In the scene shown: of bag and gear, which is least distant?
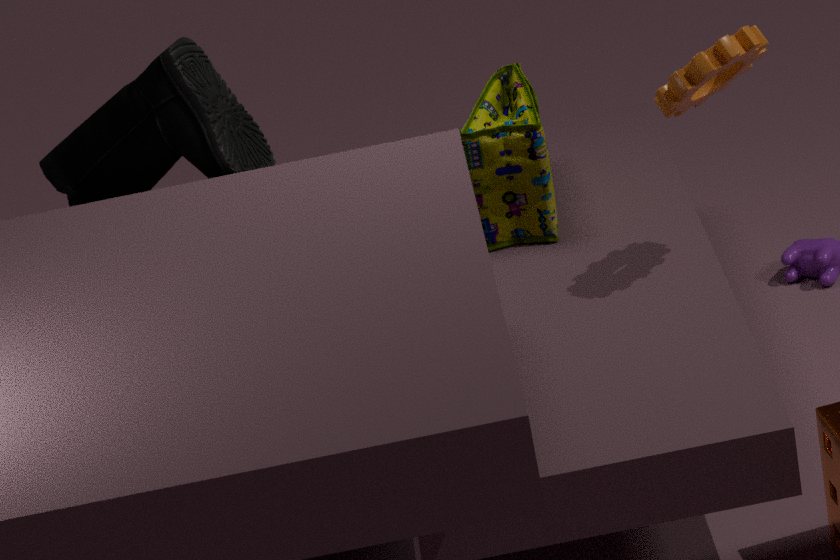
gear
